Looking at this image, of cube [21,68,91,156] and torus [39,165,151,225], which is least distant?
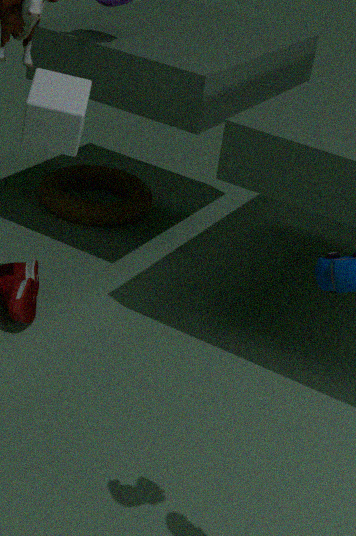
cube [21,68,91,156]
